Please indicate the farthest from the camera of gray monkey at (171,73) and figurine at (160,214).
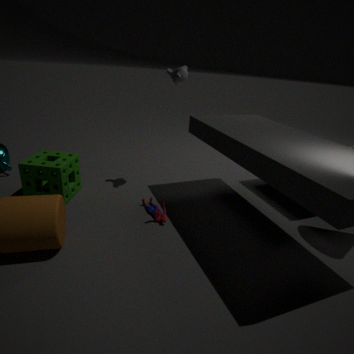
gray monkey at (171,73)
